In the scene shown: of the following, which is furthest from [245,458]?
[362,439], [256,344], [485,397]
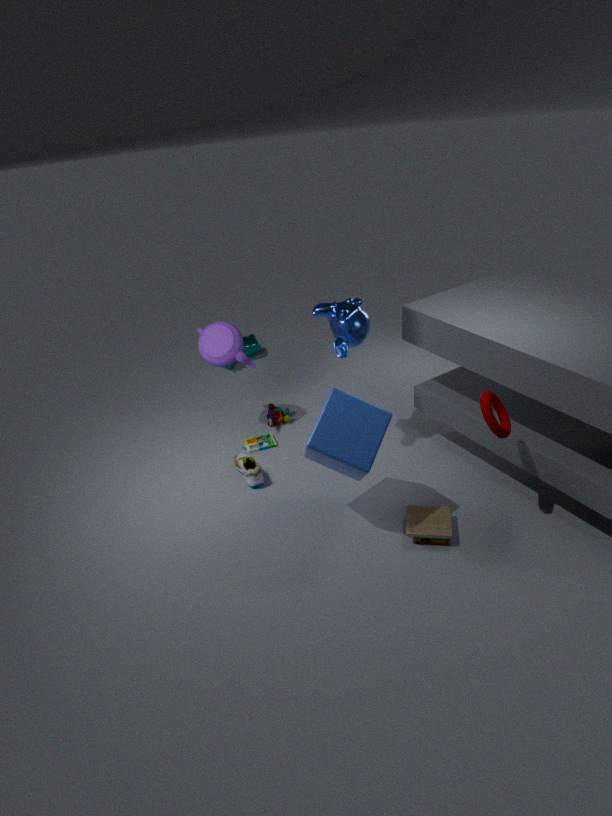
[256,344]
